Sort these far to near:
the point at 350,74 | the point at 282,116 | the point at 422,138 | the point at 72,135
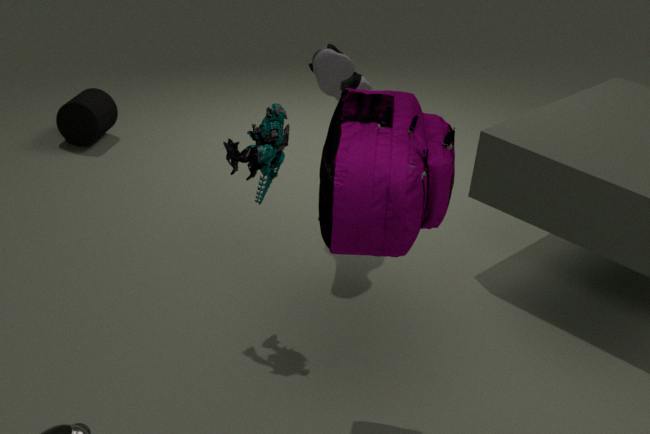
the point at 72,135, the point at 350,74, the point at 282,116, the point at 422,138
